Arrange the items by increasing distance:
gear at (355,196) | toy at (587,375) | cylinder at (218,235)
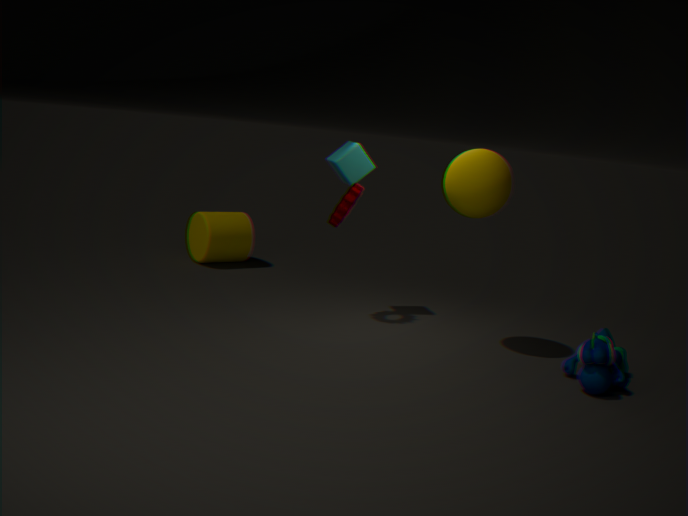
toy at (587,375) < gear at (355,196) < cylinder at (218,235)
